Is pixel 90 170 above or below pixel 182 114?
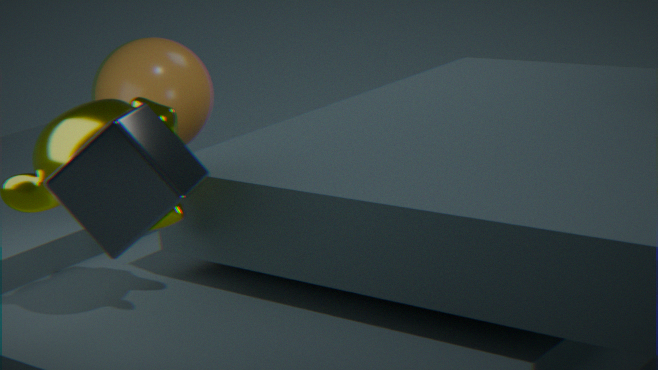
above
